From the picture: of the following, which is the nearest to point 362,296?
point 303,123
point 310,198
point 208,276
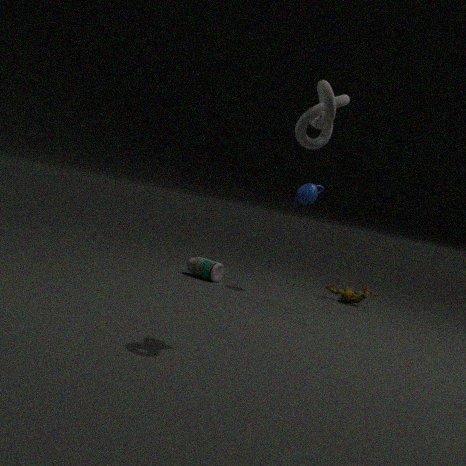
point 310,198
